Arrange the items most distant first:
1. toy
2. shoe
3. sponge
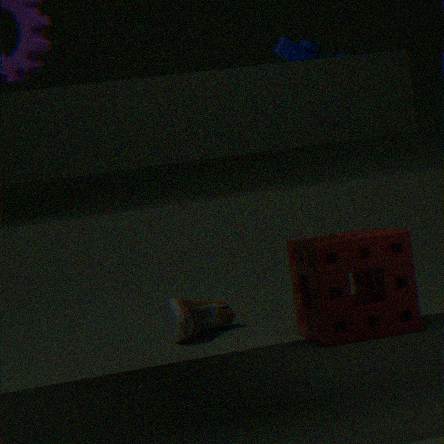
shoe
toy
sponge
